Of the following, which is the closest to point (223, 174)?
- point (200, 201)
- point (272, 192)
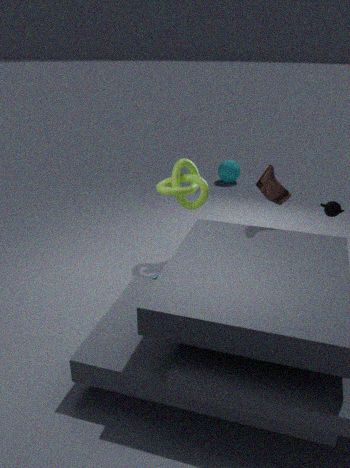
point (200, 201)
